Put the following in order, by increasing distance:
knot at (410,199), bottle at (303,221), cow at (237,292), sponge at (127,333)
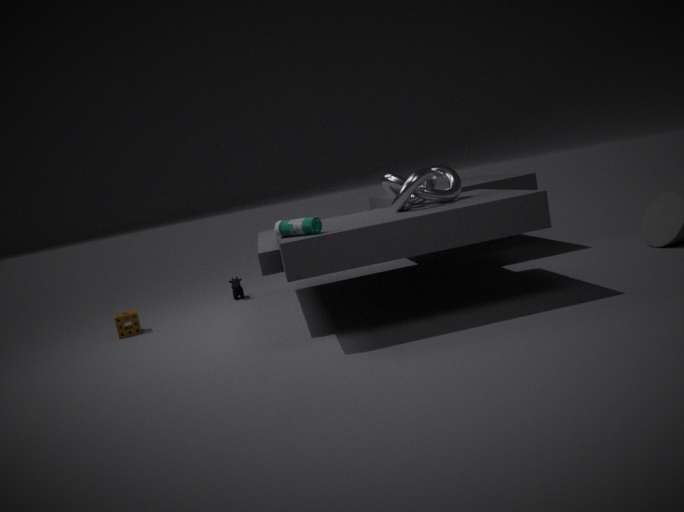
bottle at (303,221), knot at (410,199), sponge at (127,333), cow at (237,292)
